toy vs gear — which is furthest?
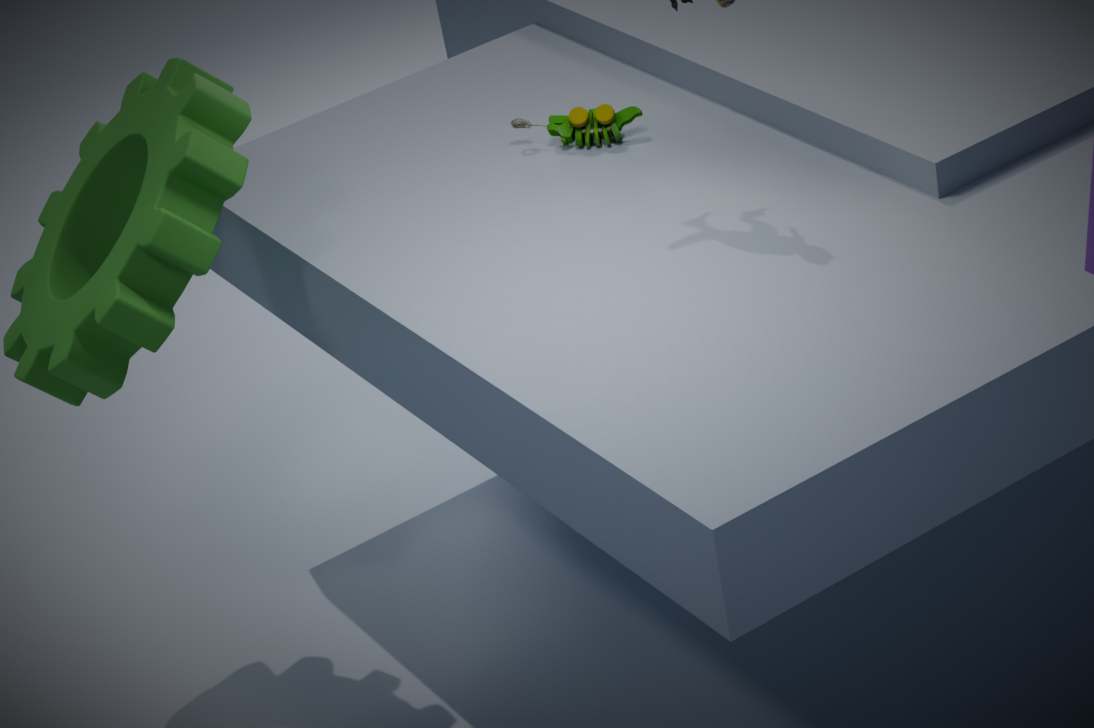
toy
